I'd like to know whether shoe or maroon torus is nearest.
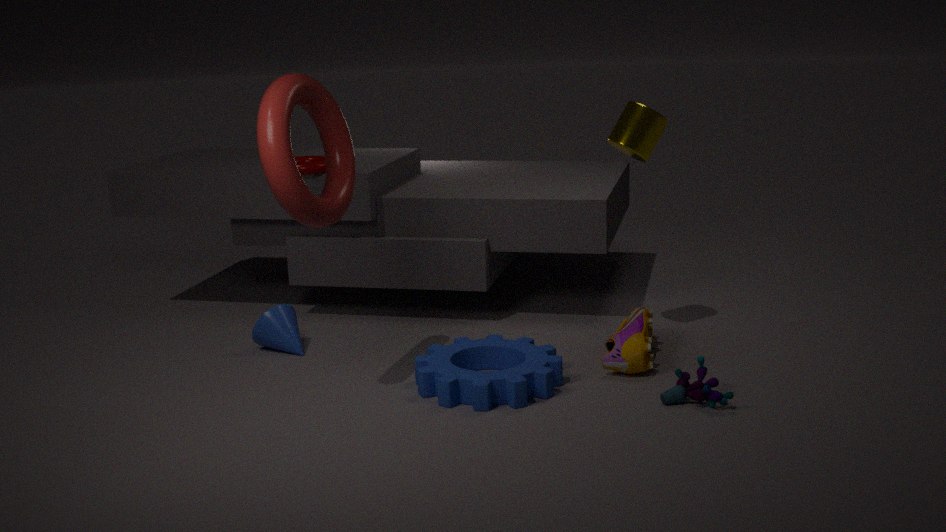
shoe
